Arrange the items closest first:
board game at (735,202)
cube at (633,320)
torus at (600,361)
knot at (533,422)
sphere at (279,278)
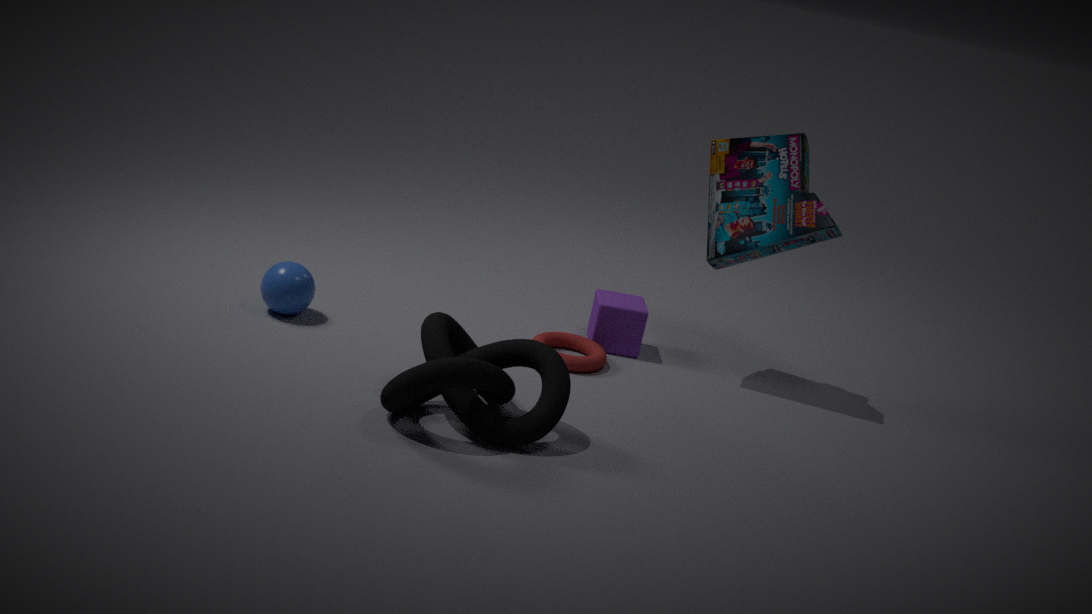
1. knot at (533,422)
2. sphere at (279,278)
3. board game at (735,202)
4. torus at (600,361)
5. cube at (633,320)
